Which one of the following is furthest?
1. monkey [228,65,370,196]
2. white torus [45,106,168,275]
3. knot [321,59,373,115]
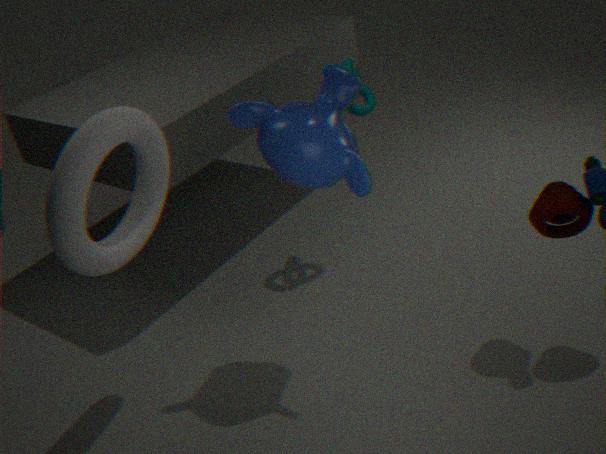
knot [321,59,373,115]
